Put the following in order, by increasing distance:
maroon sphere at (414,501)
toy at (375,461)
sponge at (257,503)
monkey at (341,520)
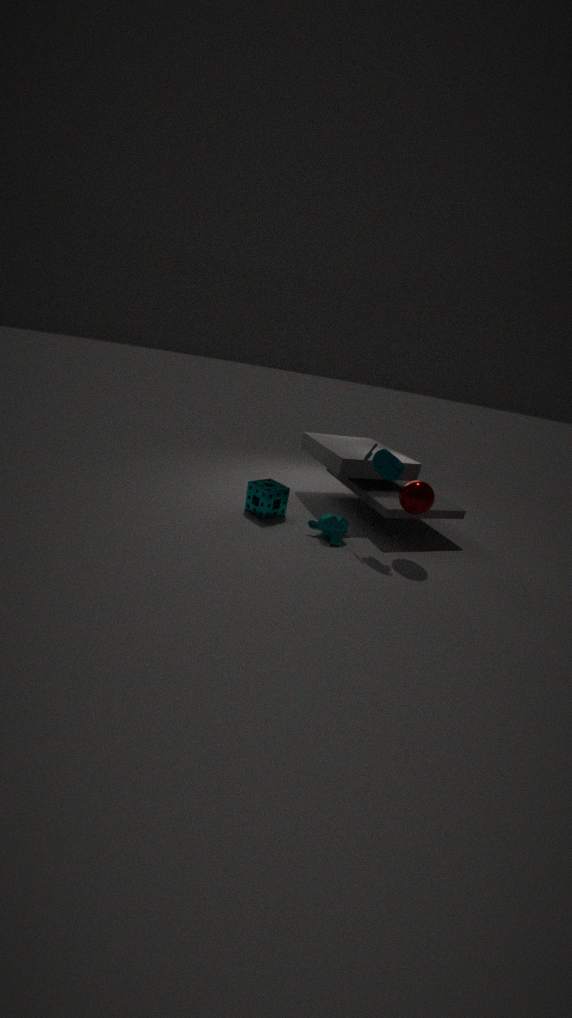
maroon sphere at (414,501), toy at (375,461), monkey at (341,520), sponge at (257,503)
